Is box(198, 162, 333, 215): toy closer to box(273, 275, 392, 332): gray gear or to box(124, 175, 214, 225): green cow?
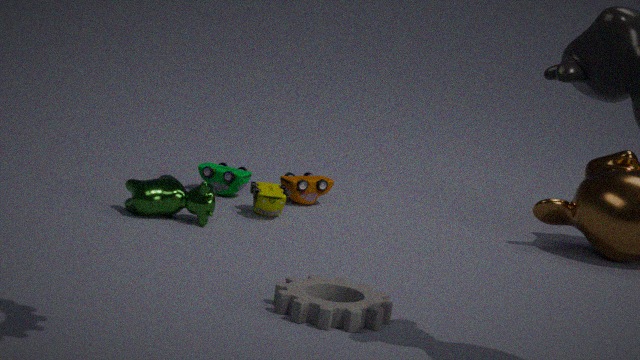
box(124, 175, 214, 225): green cow
